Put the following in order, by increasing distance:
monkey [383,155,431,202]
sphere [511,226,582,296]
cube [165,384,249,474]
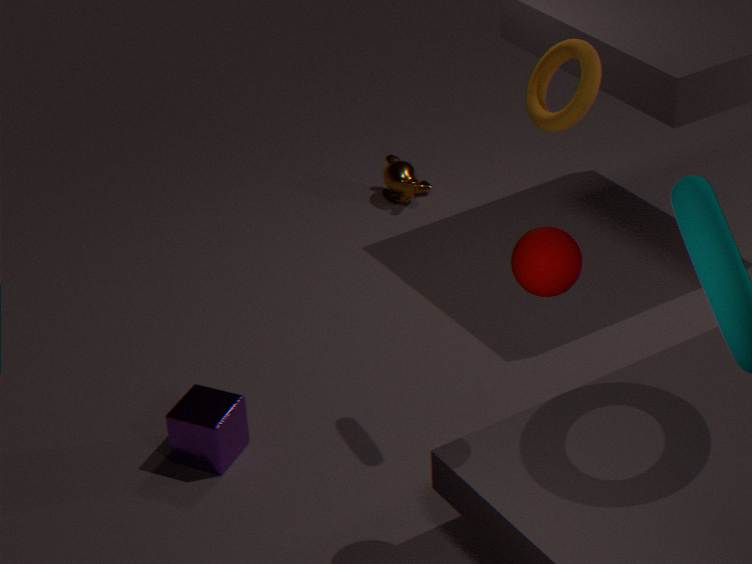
sphere [511,226,582,296] → cube [165,384,249,474] → monkey [383,155,431,202]
